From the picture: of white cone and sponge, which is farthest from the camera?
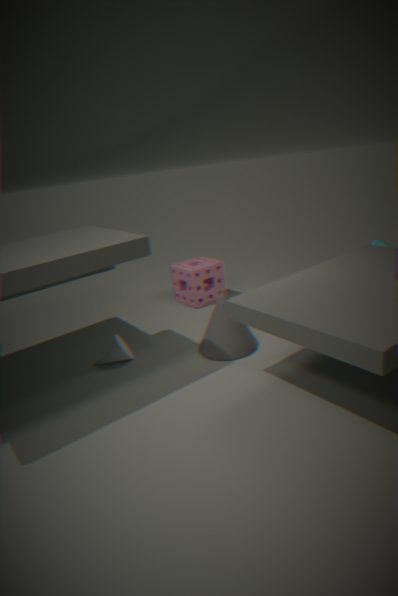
sponge
